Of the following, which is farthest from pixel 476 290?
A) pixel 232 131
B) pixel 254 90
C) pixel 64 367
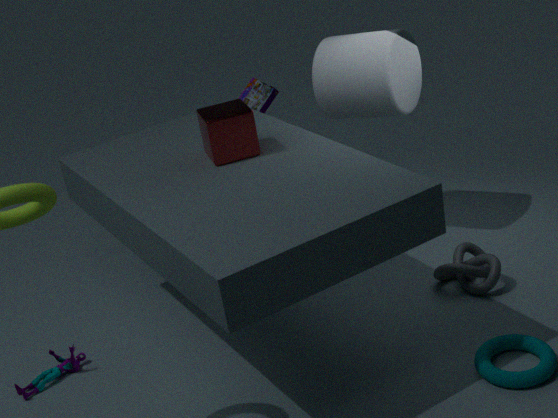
pixel 64 367
